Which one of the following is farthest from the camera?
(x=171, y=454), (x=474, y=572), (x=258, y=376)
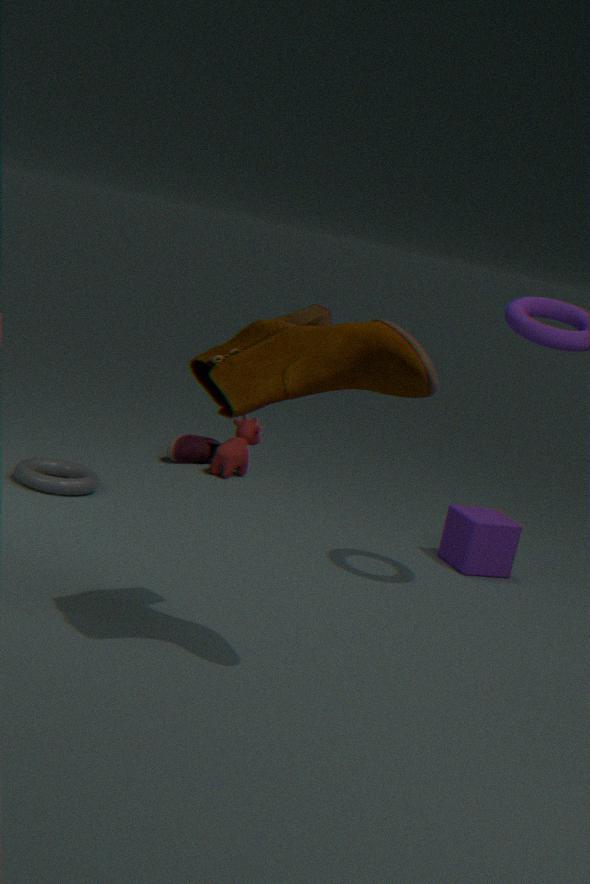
(x=171, y=454)
